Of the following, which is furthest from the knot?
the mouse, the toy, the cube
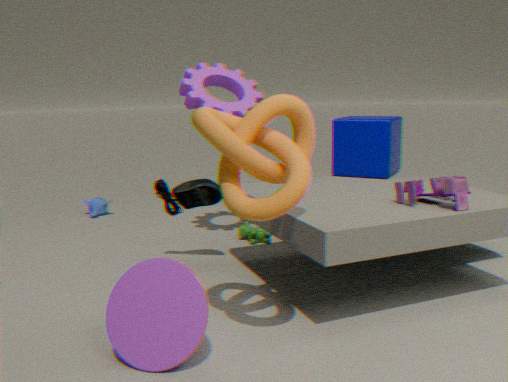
the cube
